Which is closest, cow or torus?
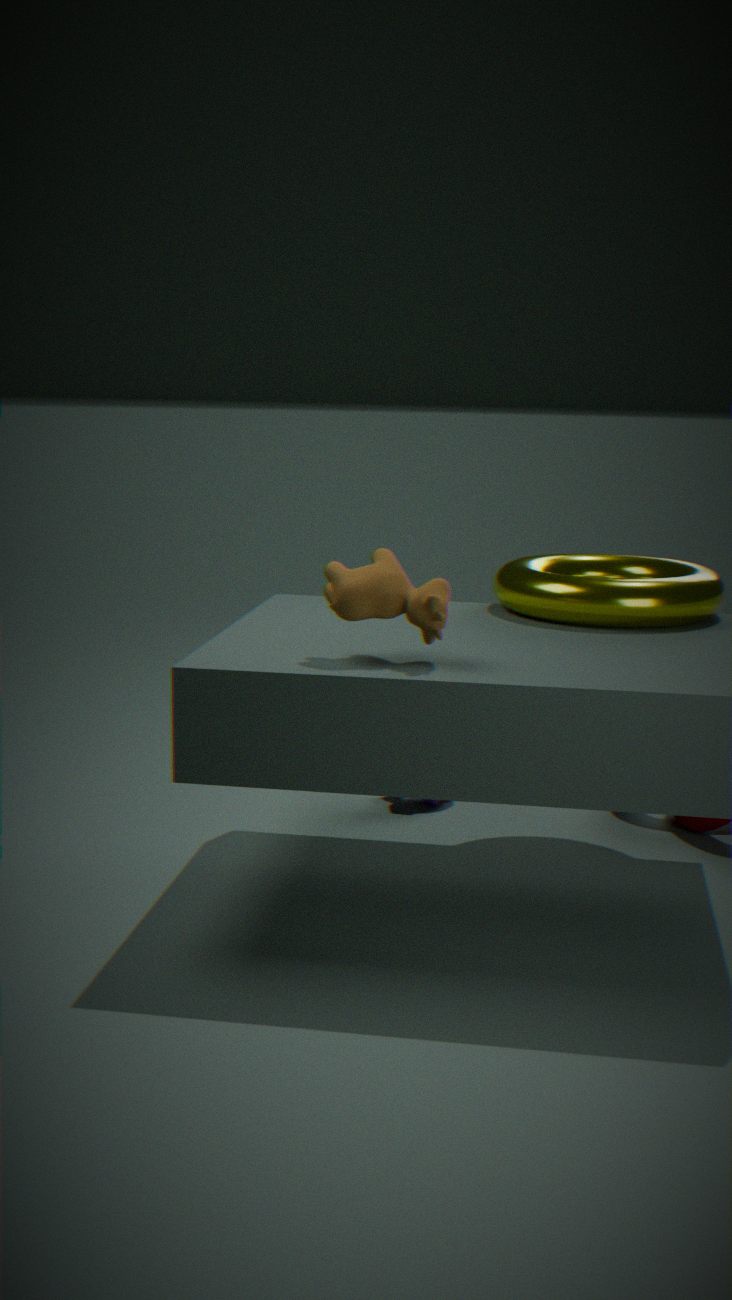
cow
